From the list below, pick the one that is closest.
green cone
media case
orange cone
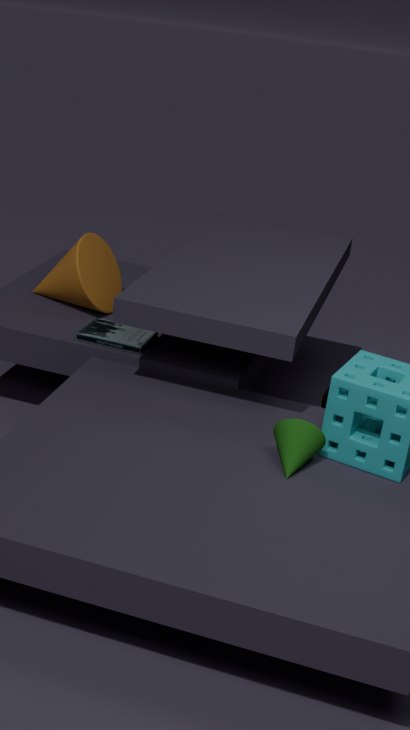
green cone
